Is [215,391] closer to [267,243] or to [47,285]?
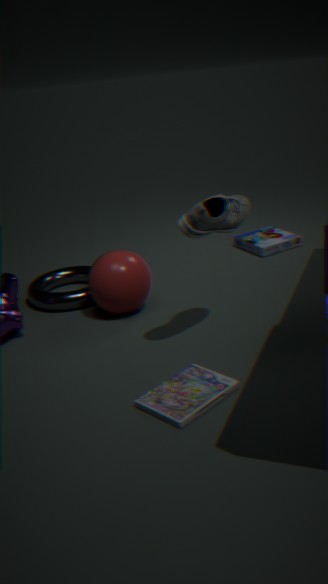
[47,285]
